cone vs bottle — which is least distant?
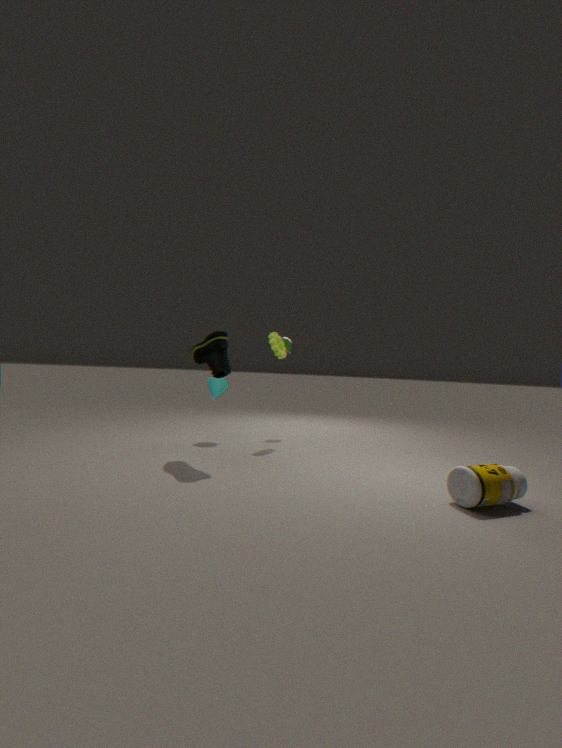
bottle
